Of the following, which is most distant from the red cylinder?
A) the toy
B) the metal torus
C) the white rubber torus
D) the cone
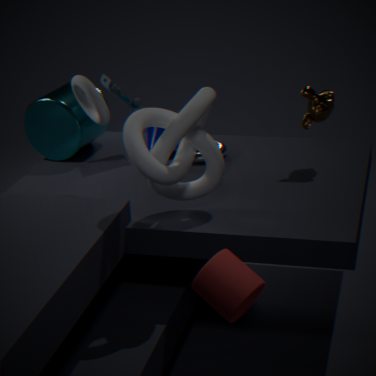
the toy
